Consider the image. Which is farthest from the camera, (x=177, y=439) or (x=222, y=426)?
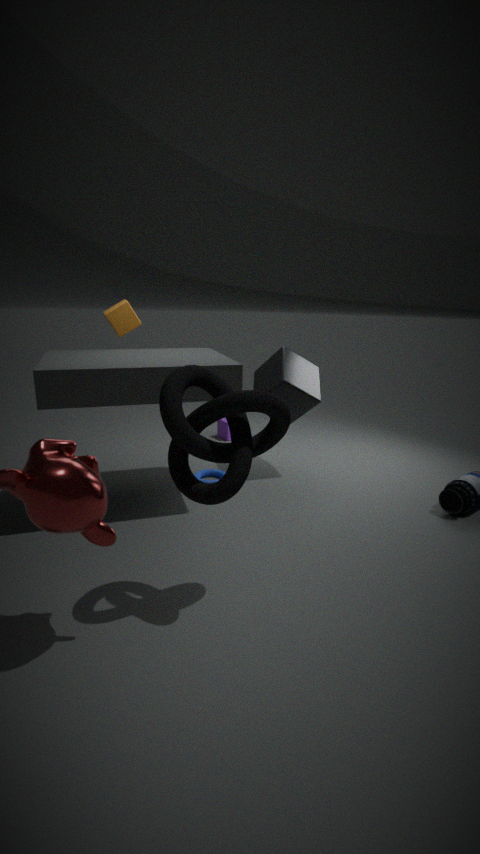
(x=222, y=426)
